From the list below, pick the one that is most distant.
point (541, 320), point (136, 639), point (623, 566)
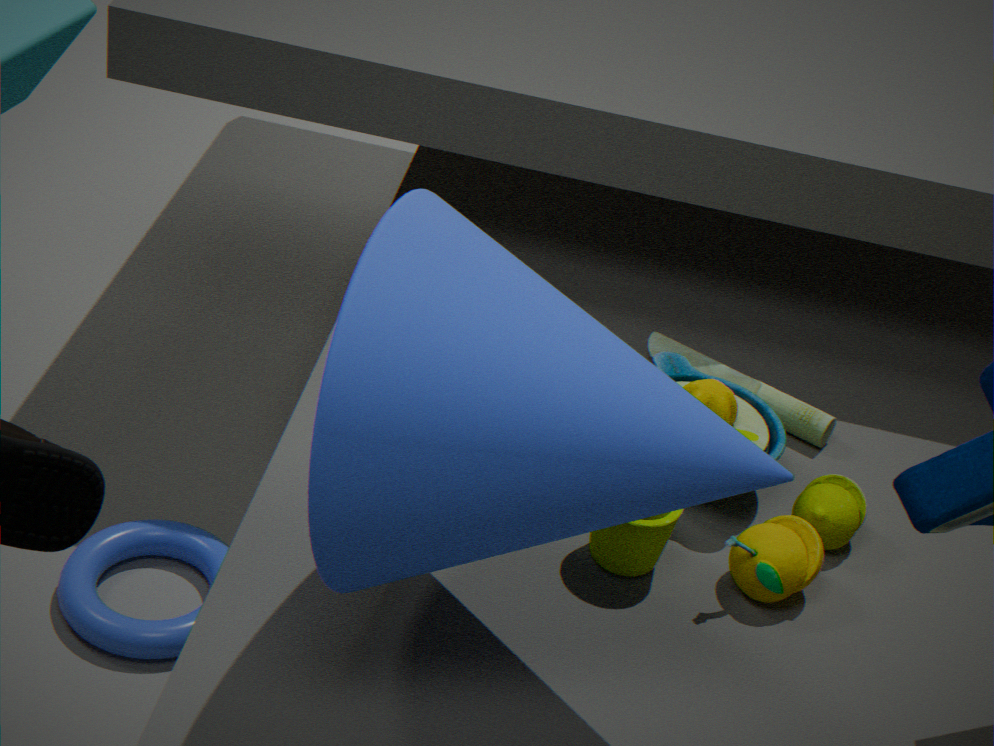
point (136, 639)
